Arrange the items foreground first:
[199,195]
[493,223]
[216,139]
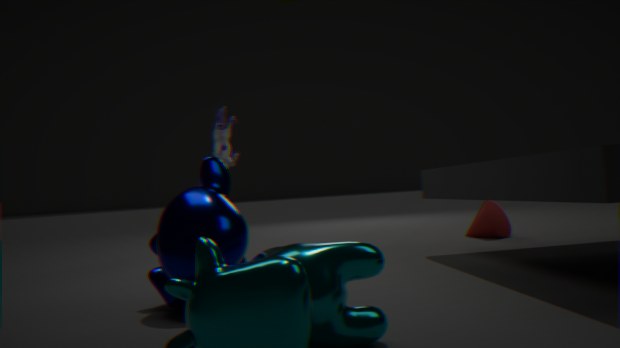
[199,195]
[493,223]
[216,139]
